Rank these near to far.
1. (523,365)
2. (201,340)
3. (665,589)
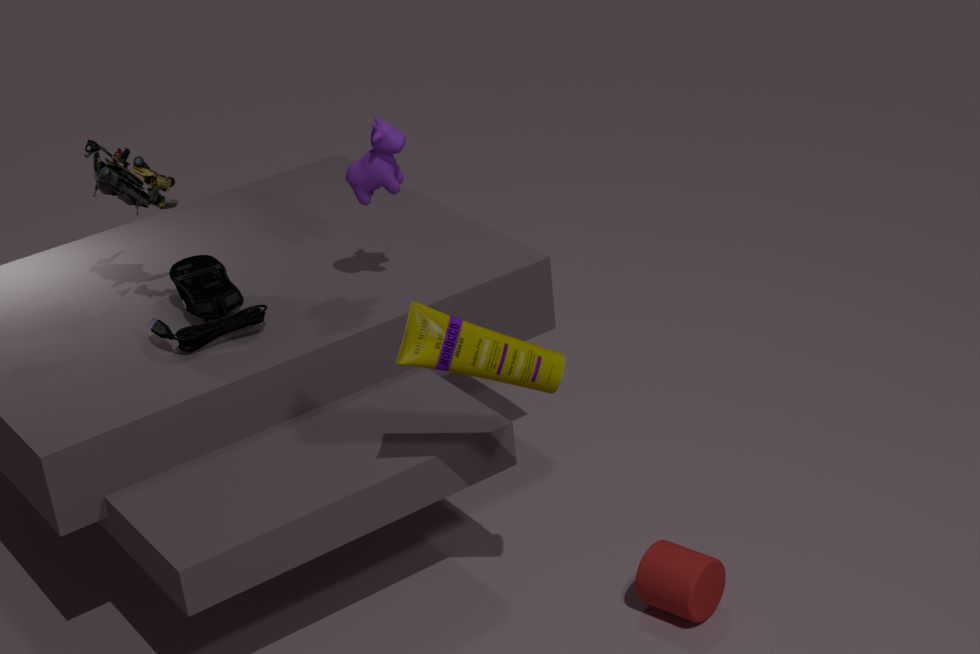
(523,365)
(665,589)
(201,340)
